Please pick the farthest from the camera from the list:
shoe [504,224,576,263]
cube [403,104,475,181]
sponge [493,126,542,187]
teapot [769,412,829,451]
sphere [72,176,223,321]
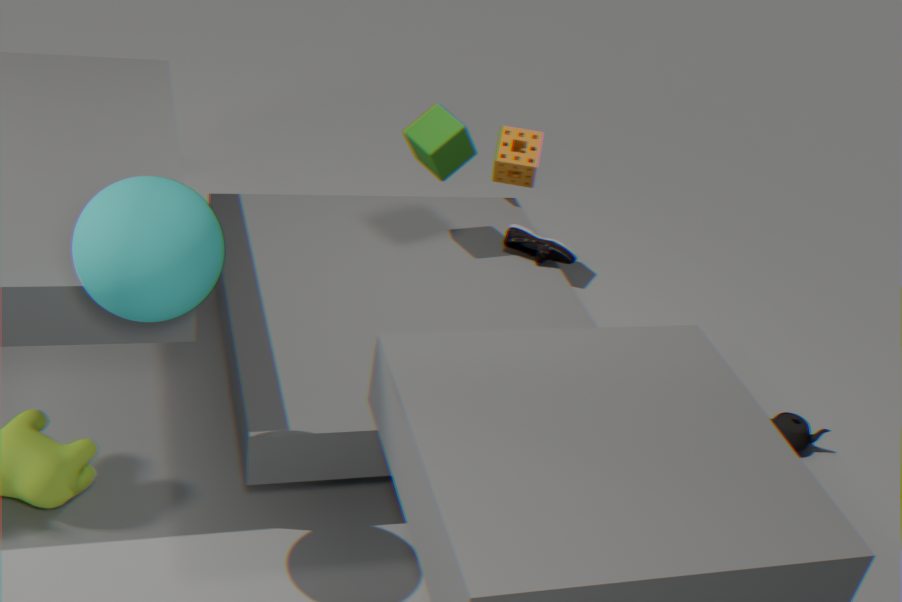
sponge [493,126,542,187]
